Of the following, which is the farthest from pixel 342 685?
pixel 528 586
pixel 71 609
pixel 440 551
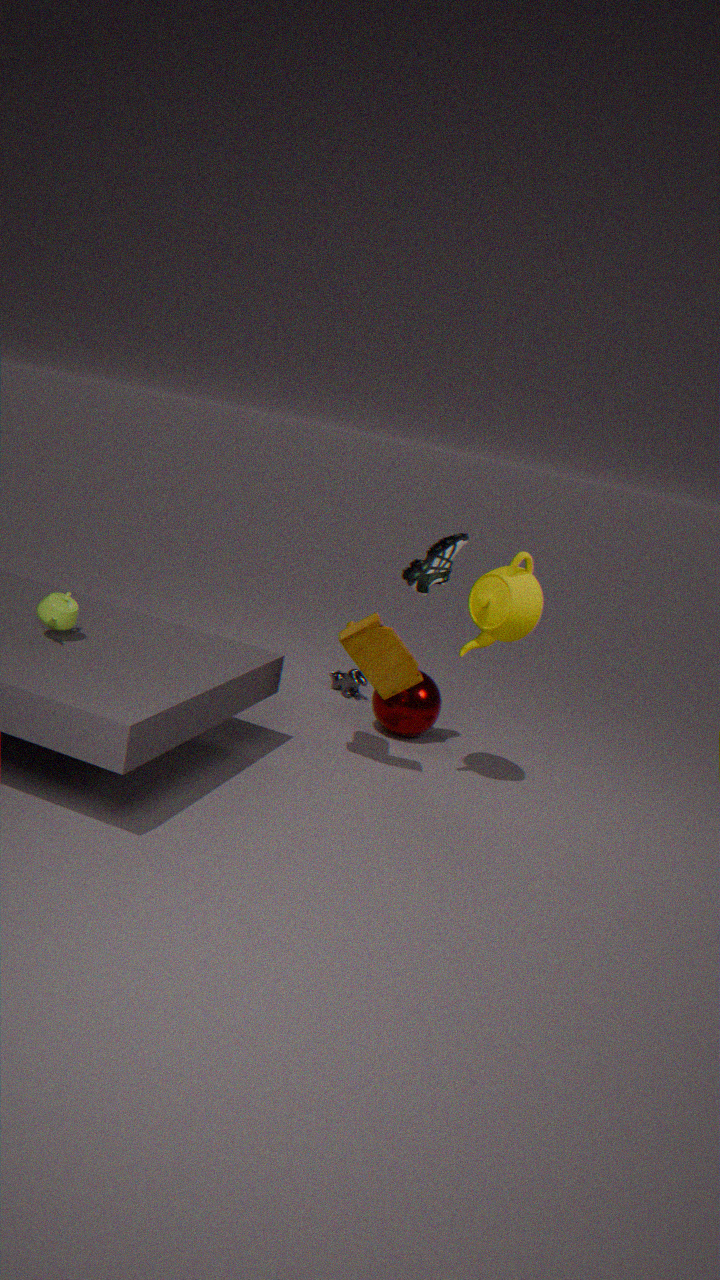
pixel 71 609
